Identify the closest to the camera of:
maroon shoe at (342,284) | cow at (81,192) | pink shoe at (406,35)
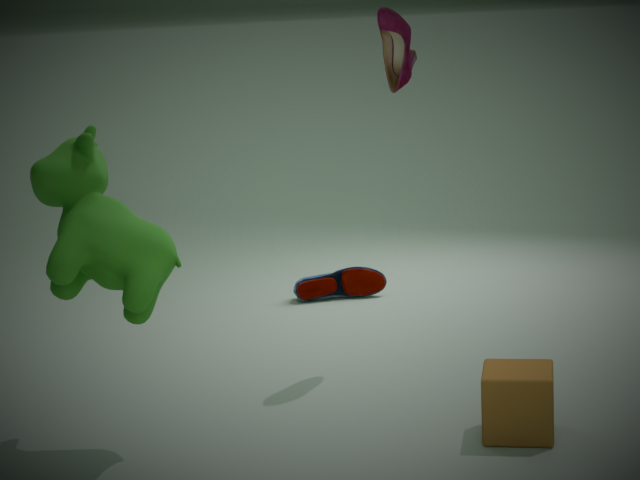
cow at (81,192)
